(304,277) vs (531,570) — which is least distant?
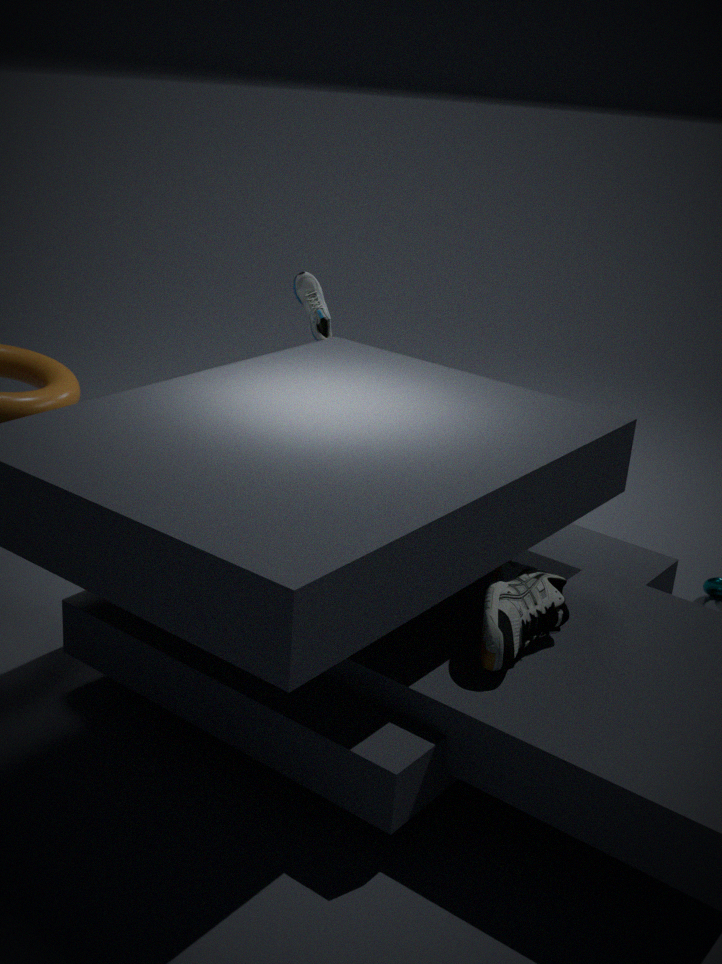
(531,570)
